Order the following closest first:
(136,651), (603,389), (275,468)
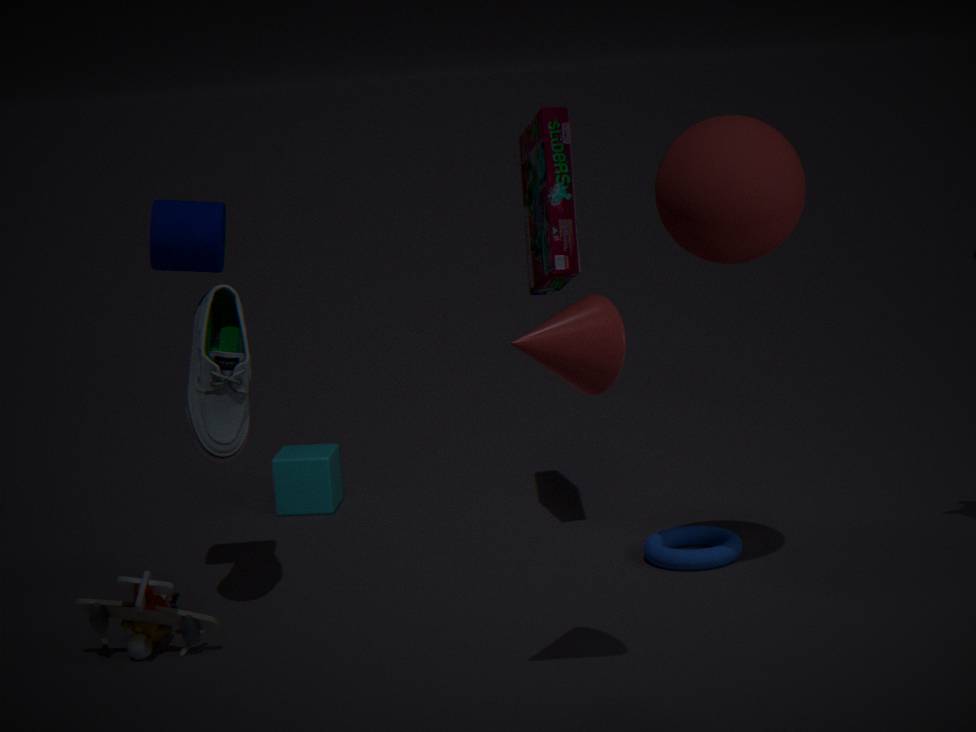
(603,389)
(136,651)
(275,468)
